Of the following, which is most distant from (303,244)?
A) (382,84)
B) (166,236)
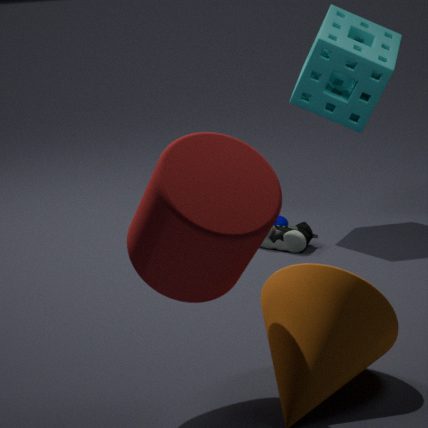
(166,236)
